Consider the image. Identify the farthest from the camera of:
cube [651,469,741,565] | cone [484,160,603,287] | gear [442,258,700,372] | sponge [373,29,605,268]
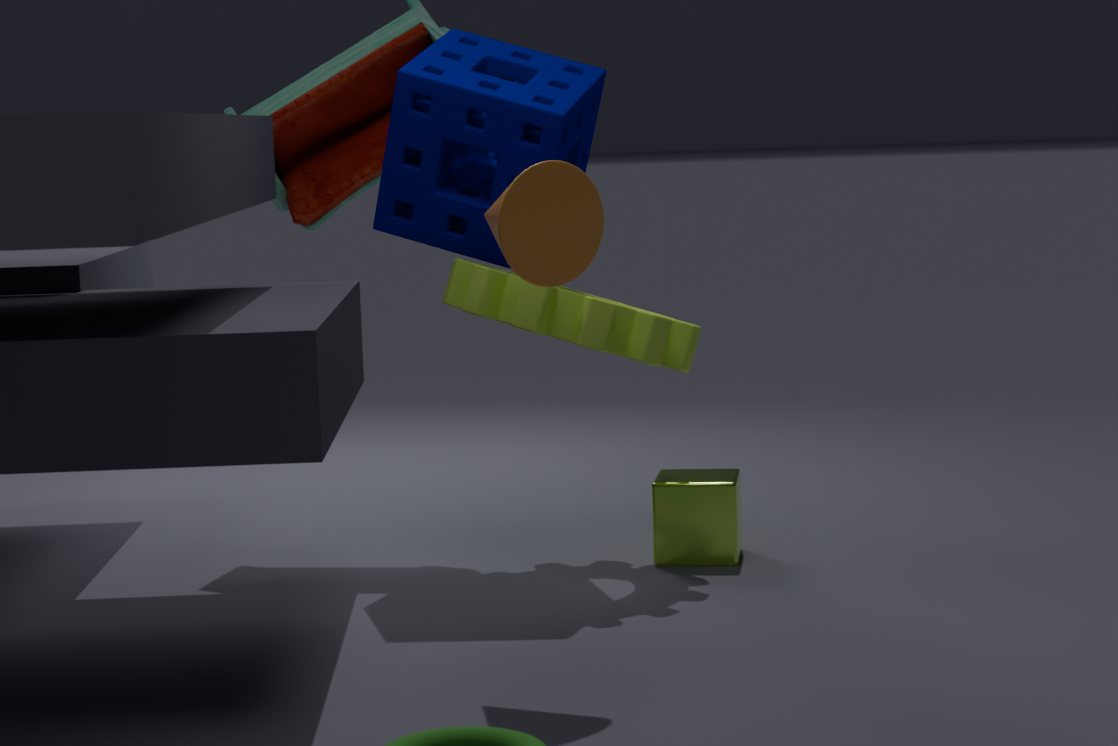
cube [651,469,741,565]
